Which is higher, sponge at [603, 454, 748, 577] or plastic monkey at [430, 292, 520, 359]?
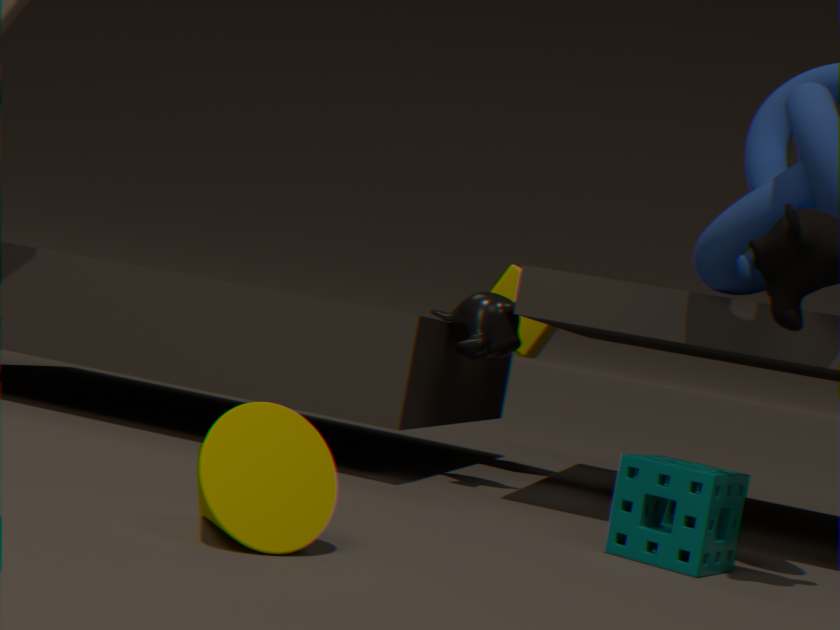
plastic monkey at [430, 292, 520, 359]
